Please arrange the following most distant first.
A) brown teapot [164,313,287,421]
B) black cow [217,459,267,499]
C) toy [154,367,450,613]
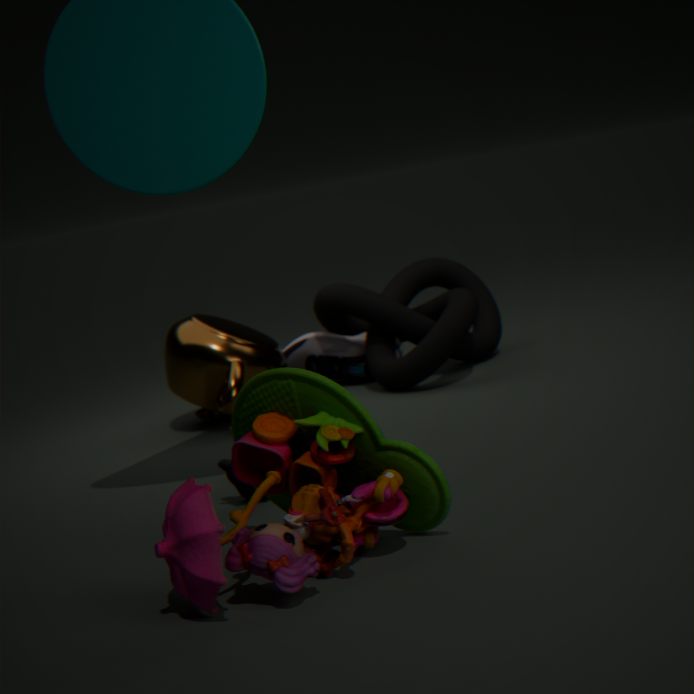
brown teapot [164,313,287,421], black cow [217,459,267,499], toy [154,367,450,613]
